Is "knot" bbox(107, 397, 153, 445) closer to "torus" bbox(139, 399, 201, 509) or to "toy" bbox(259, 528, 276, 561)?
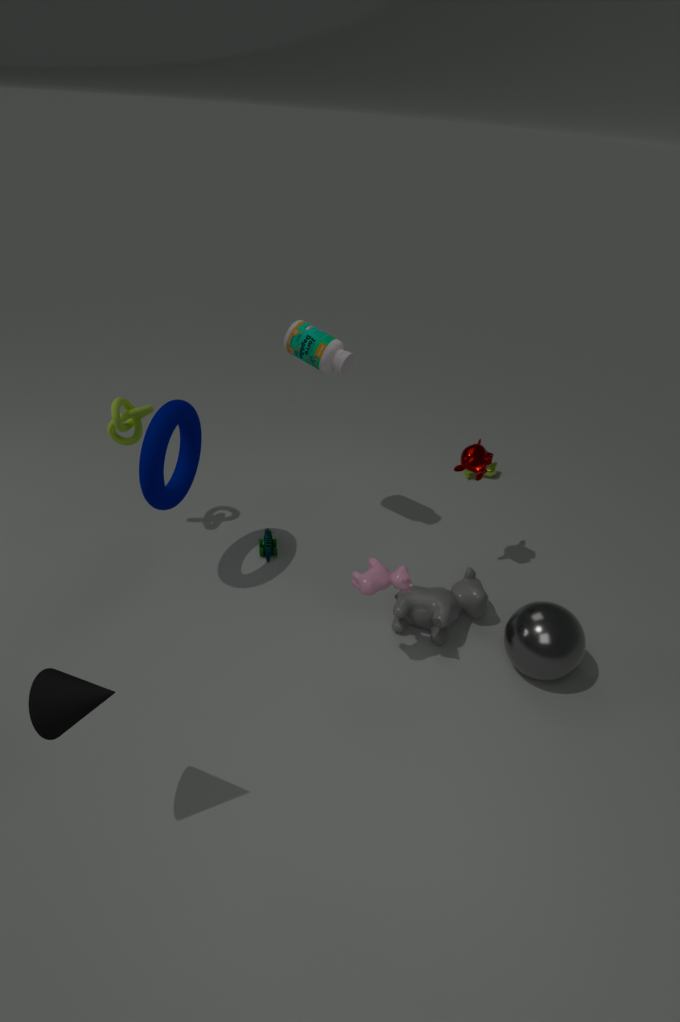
"torus" bbox(139, 399, 201, 509)
